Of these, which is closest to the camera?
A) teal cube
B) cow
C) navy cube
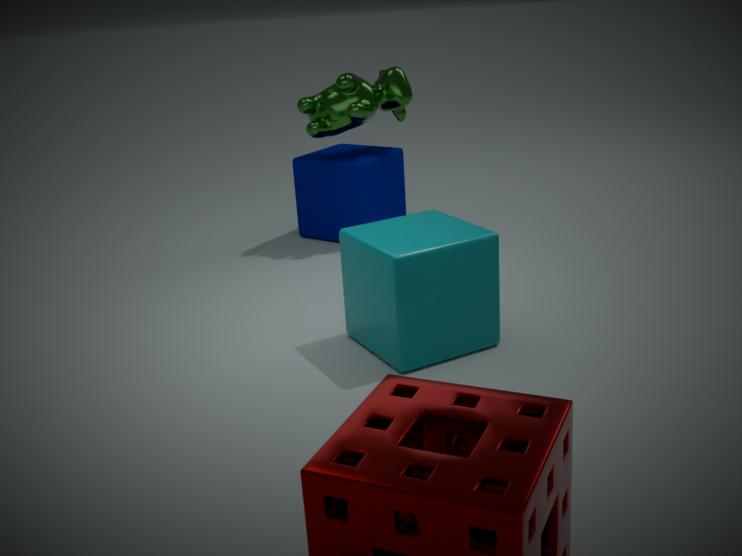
teal cube
